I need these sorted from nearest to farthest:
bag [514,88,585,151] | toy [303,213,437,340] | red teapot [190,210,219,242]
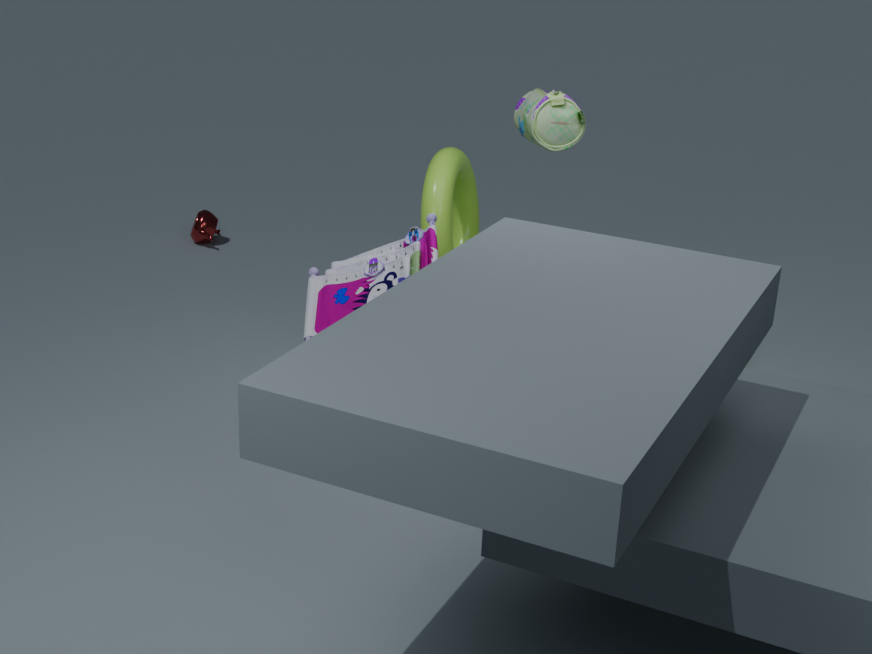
toy [303,213,437,340] → bag [514,88,585,151] → red teapot [190,210,219,242]
